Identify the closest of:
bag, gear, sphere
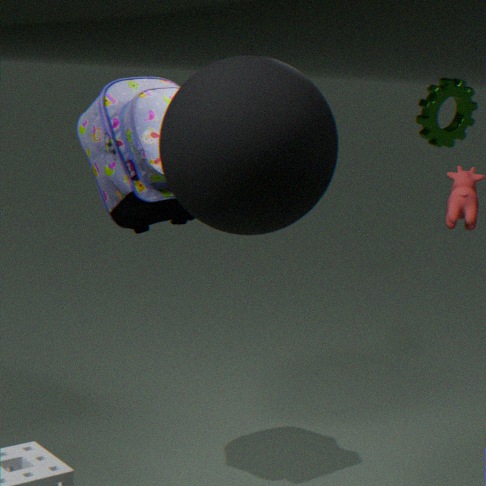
sphere
